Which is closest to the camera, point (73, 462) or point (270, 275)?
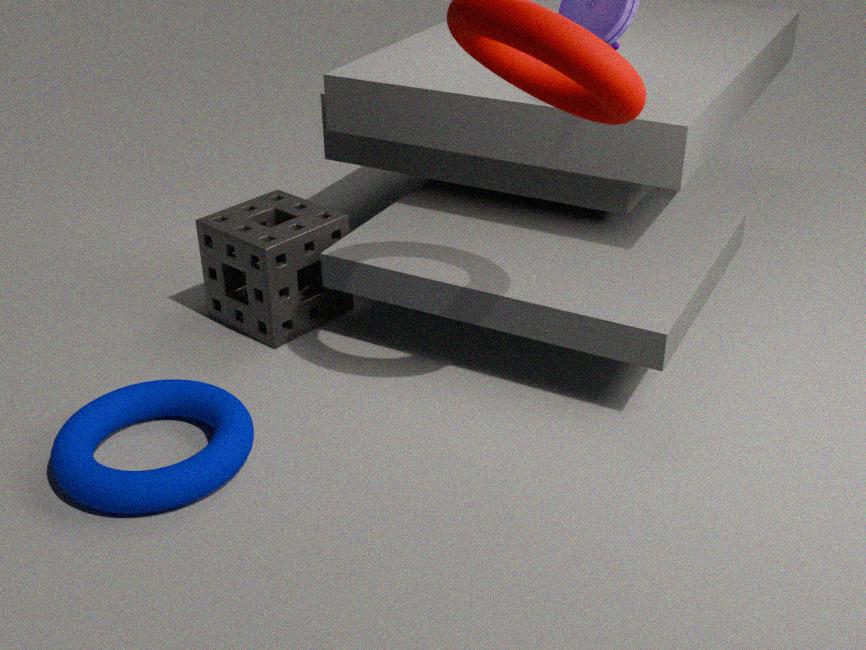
point (73, 462)
